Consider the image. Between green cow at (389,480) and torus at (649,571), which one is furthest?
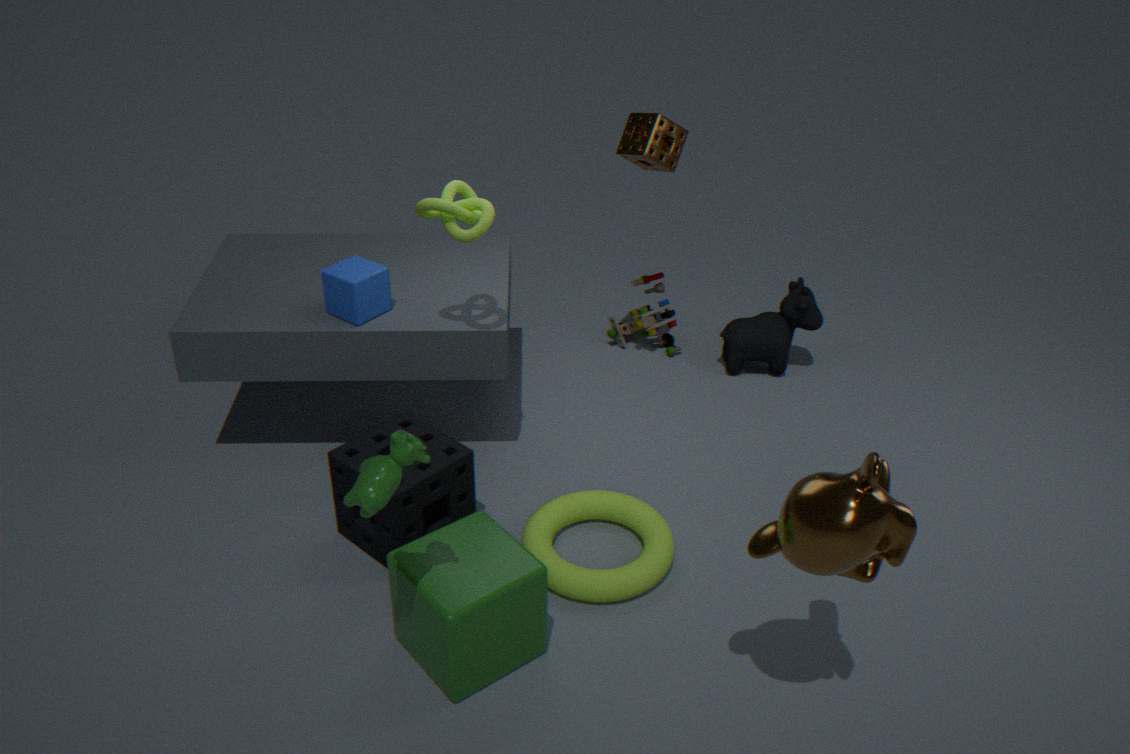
torus at (649,571)
